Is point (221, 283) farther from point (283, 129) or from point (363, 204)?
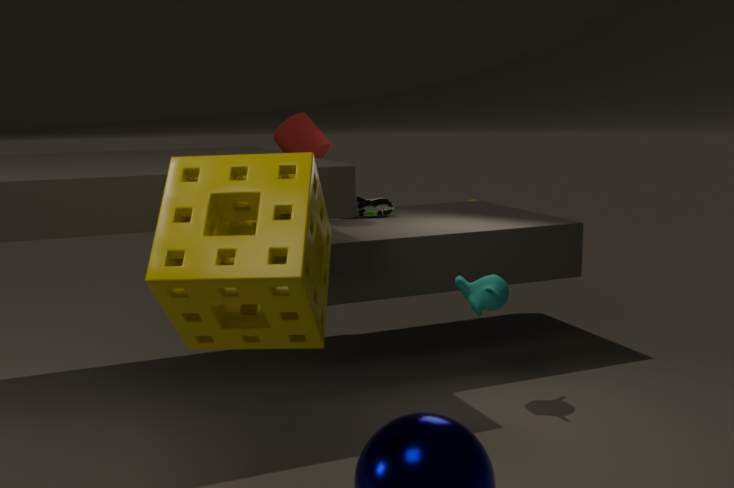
point (363, 204)
